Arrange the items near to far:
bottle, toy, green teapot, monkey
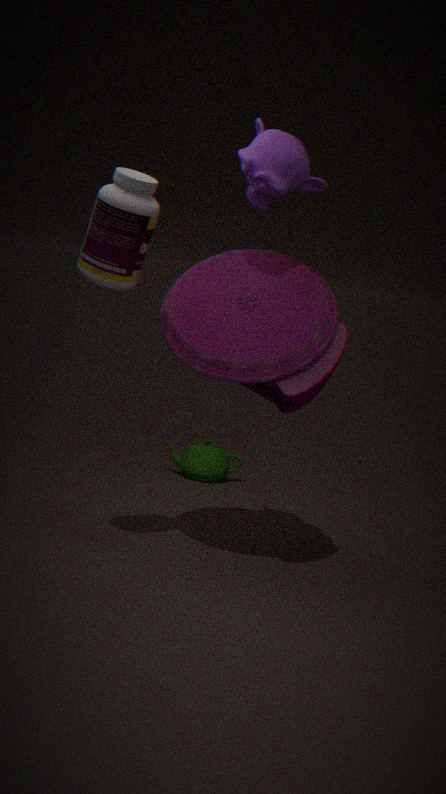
bottle → toy → monkey → green teapot
